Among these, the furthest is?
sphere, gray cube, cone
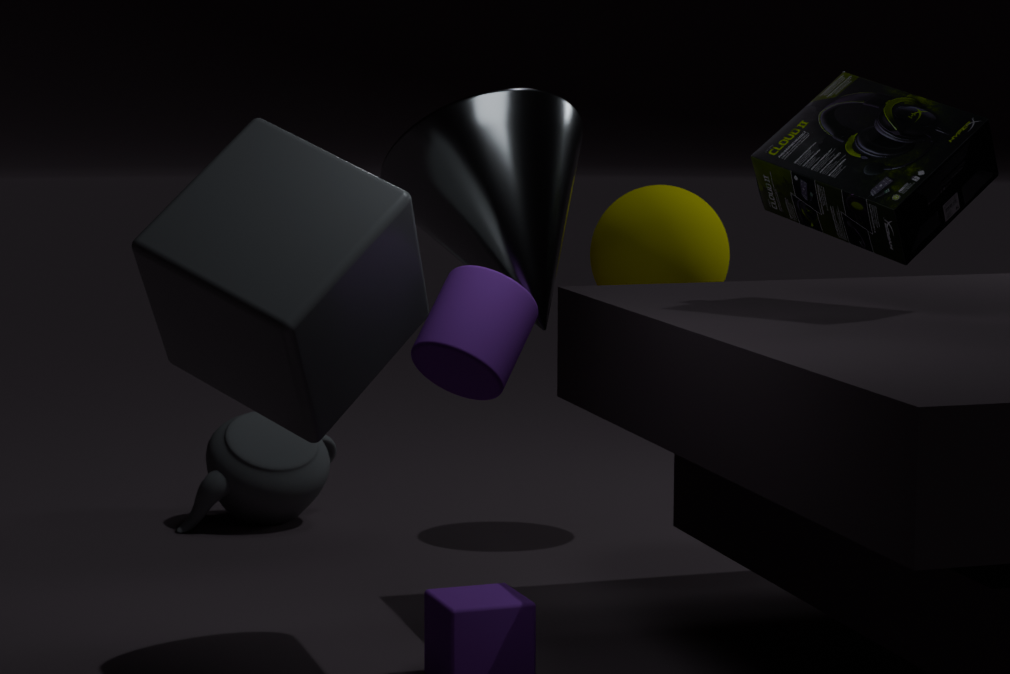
sphere
